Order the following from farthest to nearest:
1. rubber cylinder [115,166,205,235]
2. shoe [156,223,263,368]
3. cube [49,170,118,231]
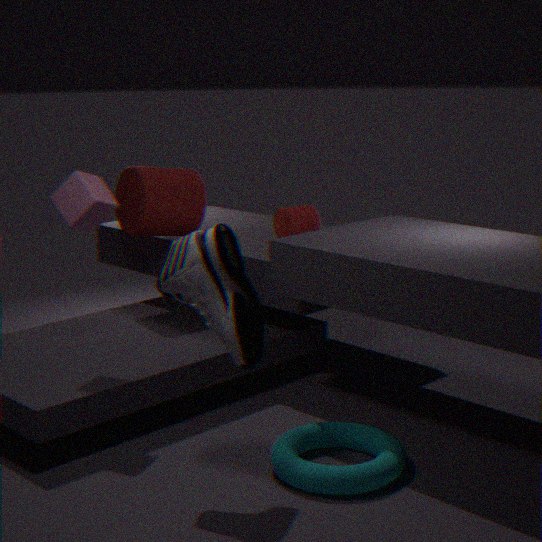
1. rubber cylinder [115,166,205,235]
2. cube [49,170,118,231]
3. shoe [156,223,263,368]
